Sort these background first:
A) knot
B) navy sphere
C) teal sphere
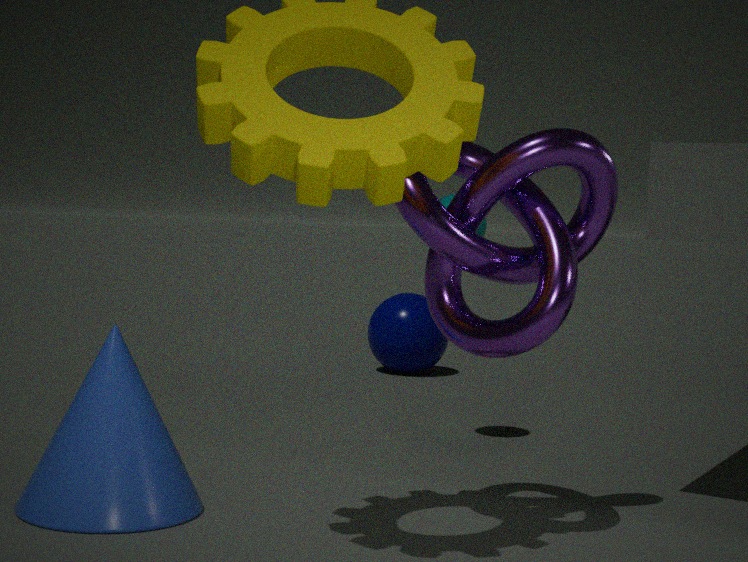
navy sphere
teal sphere
knot
